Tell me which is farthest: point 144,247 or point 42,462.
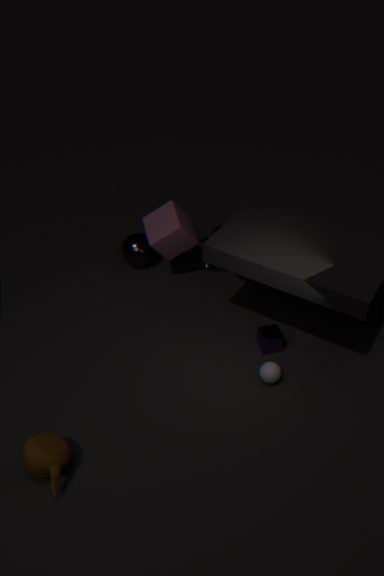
point 144,247
